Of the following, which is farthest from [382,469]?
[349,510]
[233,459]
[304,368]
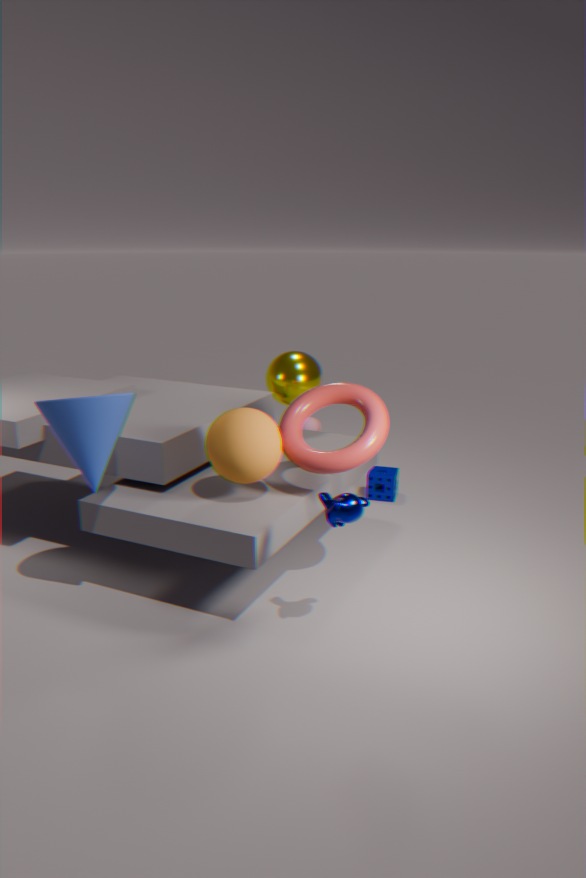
[349,510]
